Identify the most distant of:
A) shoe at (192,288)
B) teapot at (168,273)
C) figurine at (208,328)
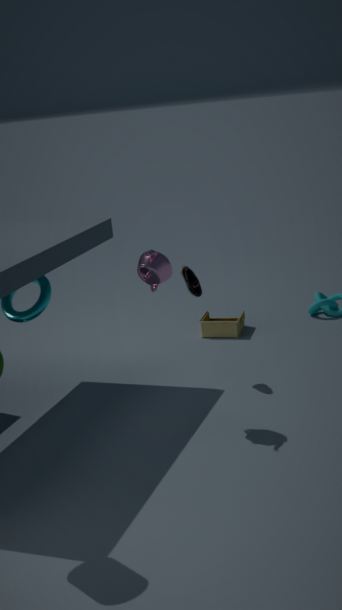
figurine at (208,328)
